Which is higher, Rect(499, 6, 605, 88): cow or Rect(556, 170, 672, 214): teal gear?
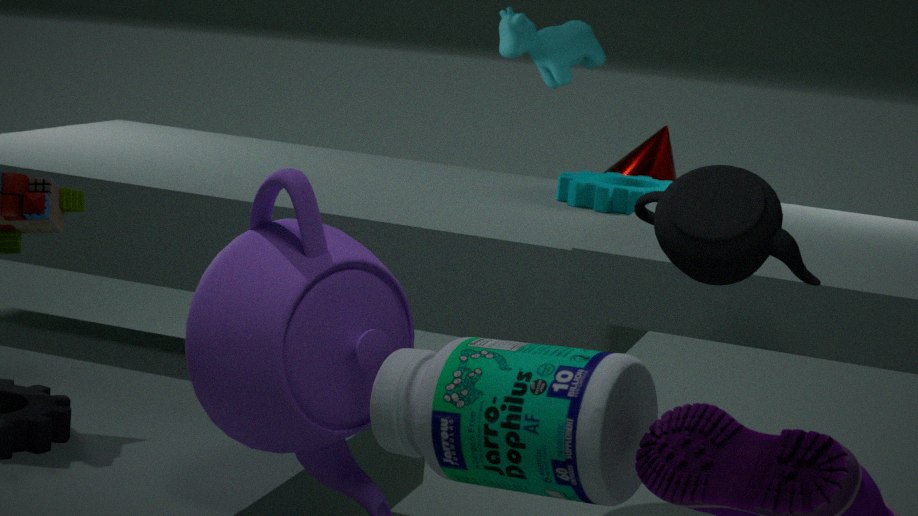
Rect(499, 6, 605, 88): cow
